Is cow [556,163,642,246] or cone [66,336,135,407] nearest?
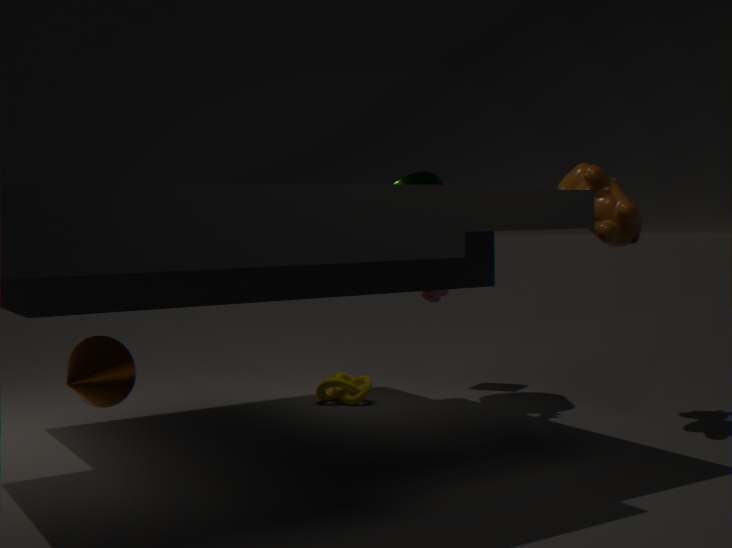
cone [66,336,135,407]
